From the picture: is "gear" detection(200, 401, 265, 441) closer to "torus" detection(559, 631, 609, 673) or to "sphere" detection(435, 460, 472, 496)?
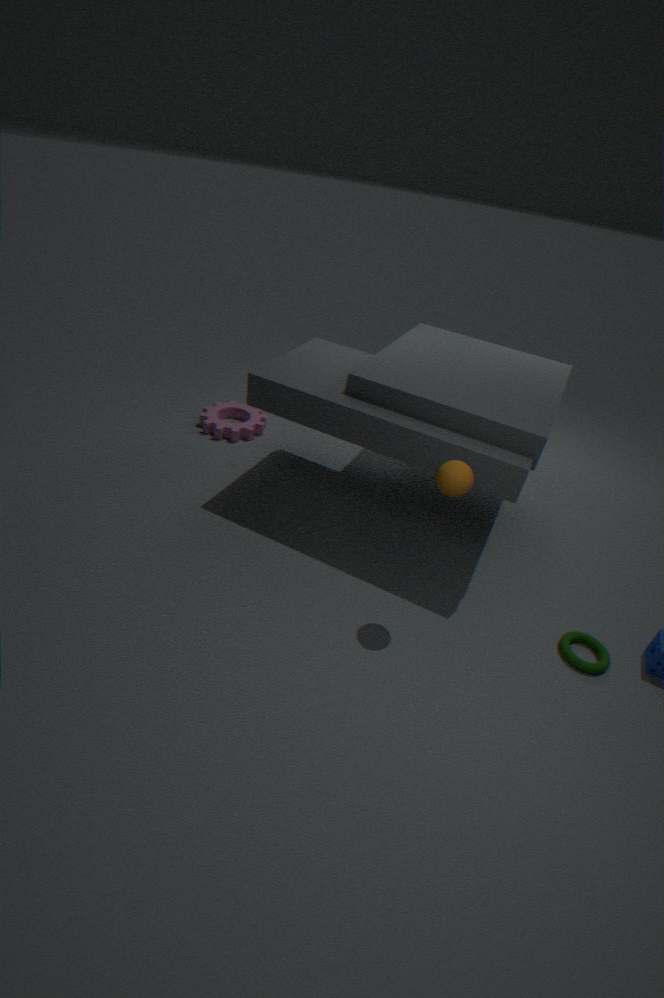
"sphere" detection(435, 460, 472, 496)
